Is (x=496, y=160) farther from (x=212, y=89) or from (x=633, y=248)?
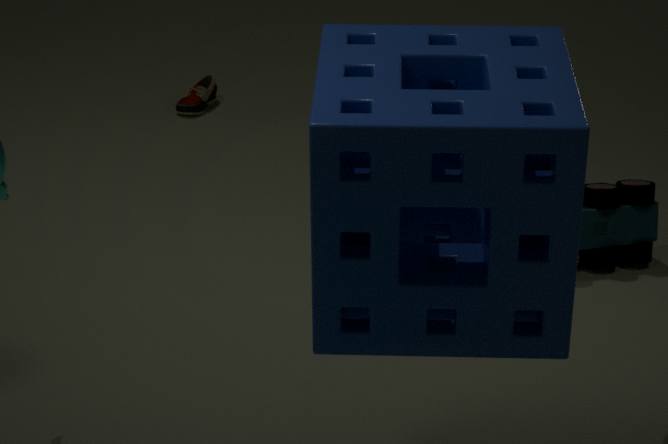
(x=212, y=89)
